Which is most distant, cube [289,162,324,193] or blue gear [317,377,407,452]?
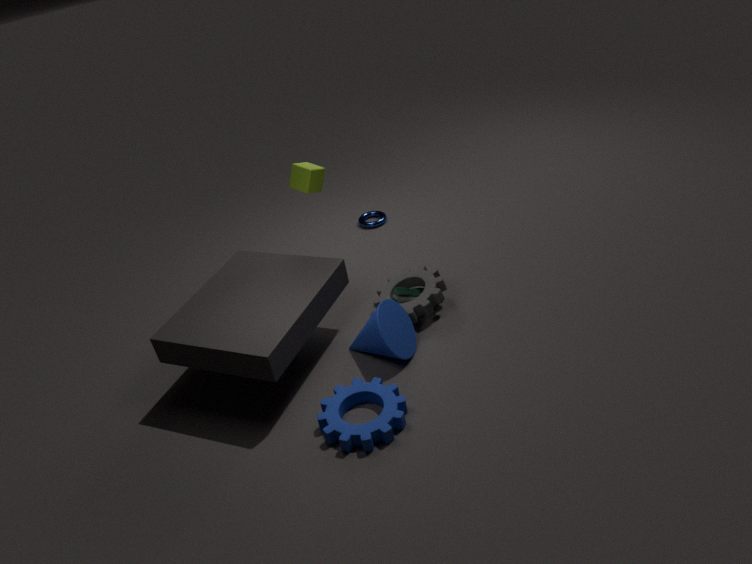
cube [289,162,324,193]
